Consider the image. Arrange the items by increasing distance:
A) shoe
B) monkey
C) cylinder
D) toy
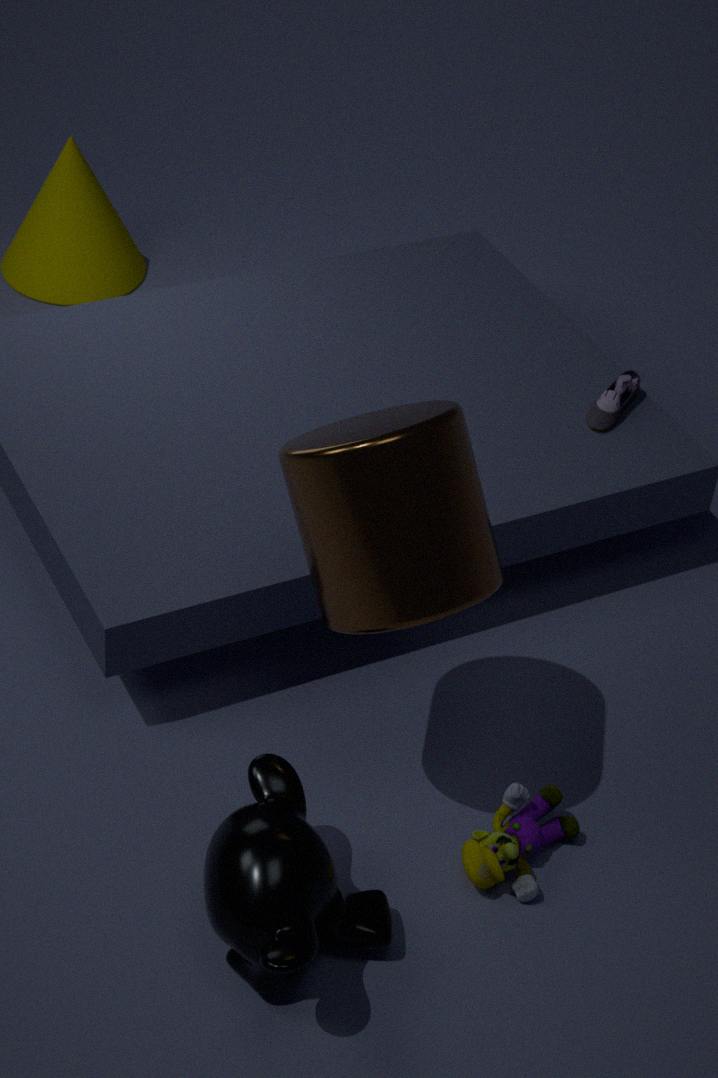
1. B. monkey
2. C. cylinder
3. D. toy
4. A. shoe
